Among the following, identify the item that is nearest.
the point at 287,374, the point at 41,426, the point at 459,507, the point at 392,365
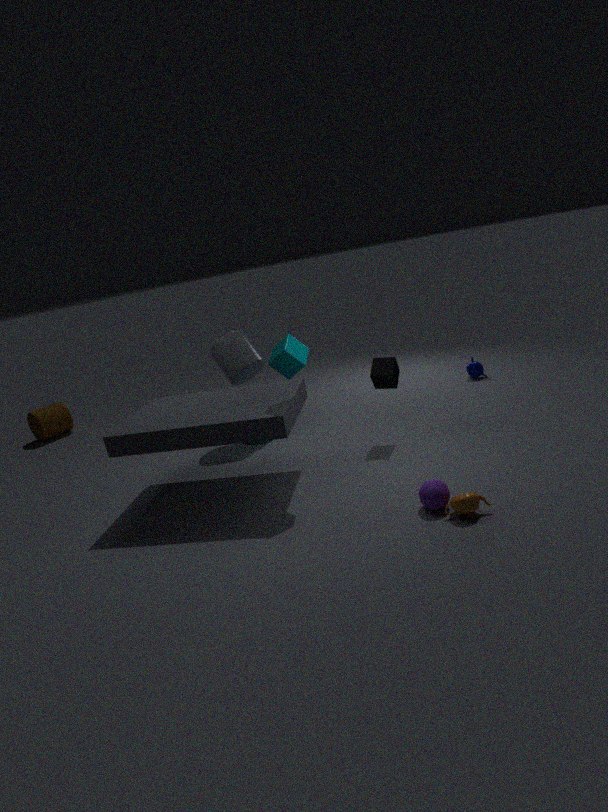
the point at 459,507
